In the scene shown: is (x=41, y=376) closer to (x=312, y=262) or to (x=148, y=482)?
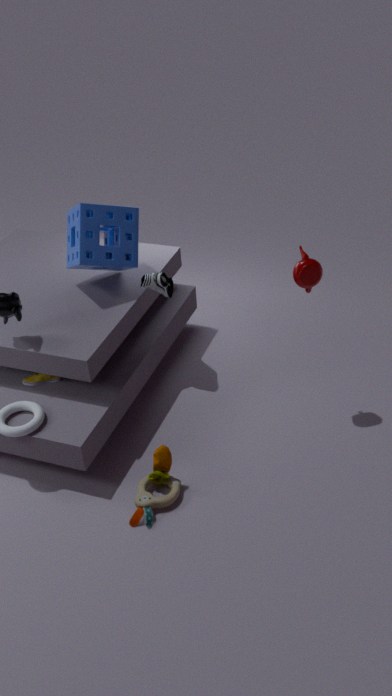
(x=148, y=482)
